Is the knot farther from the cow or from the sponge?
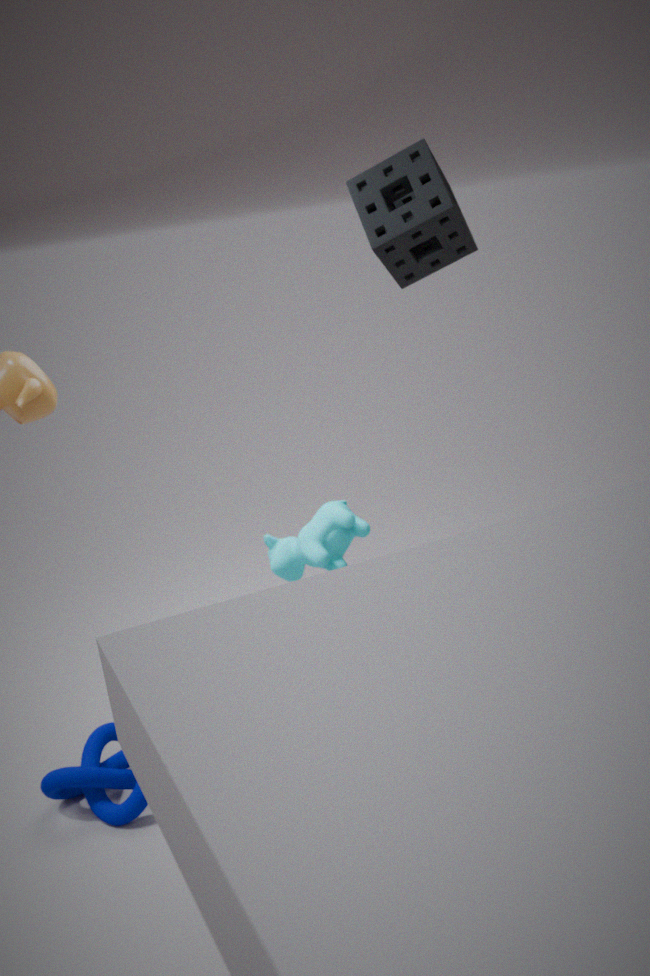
the sponge
